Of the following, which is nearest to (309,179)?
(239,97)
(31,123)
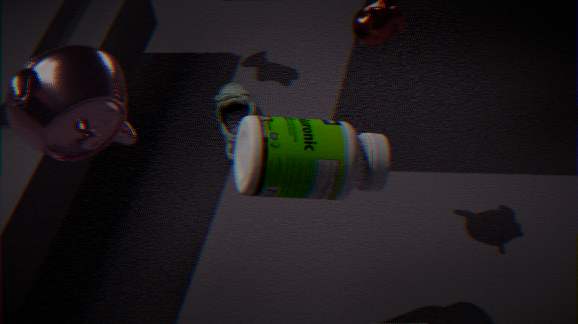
(31,123)
